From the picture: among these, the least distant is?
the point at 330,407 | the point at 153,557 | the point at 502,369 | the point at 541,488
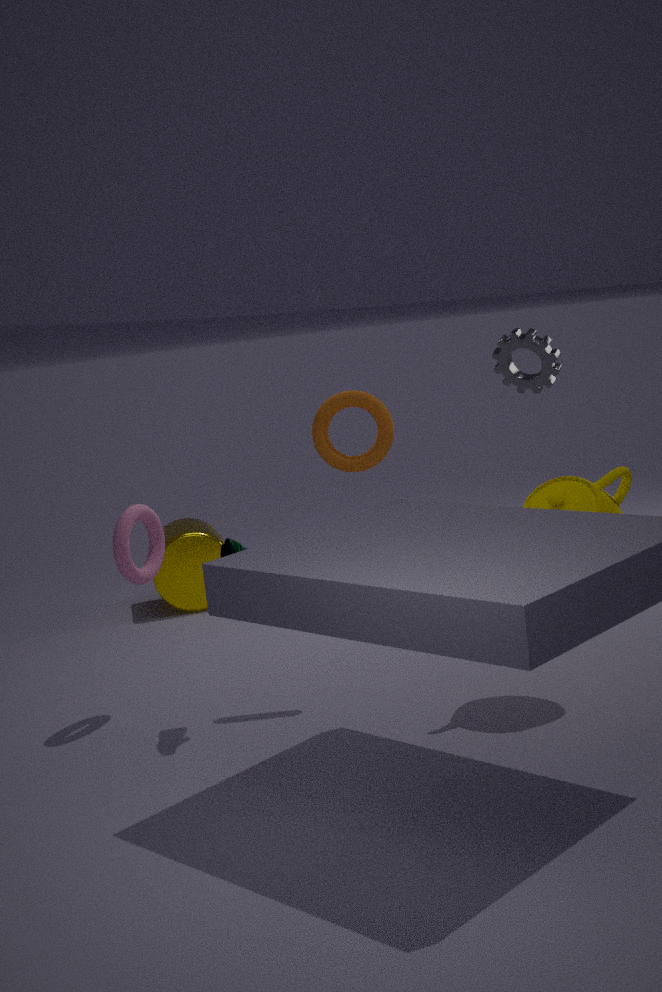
the point at 541,488
